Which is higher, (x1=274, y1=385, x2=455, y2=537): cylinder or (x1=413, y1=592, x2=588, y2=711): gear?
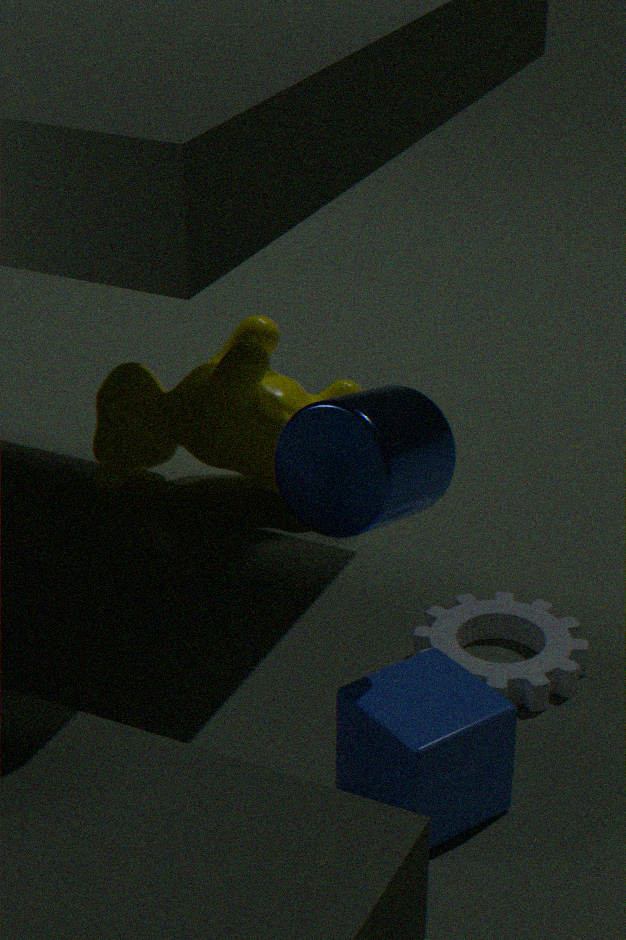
(x1=274, y1=385, x2=455, y2=537): cylinder
